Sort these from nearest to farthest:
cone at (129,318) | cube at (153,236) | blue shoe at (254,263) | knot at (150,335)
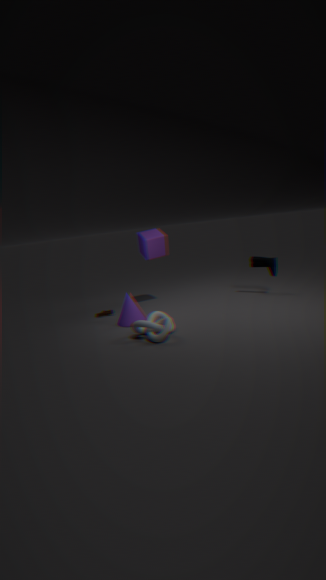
knot at (150,335) → cone at (129,318) → blue shoe at (254,263) → cube at (153,236)
